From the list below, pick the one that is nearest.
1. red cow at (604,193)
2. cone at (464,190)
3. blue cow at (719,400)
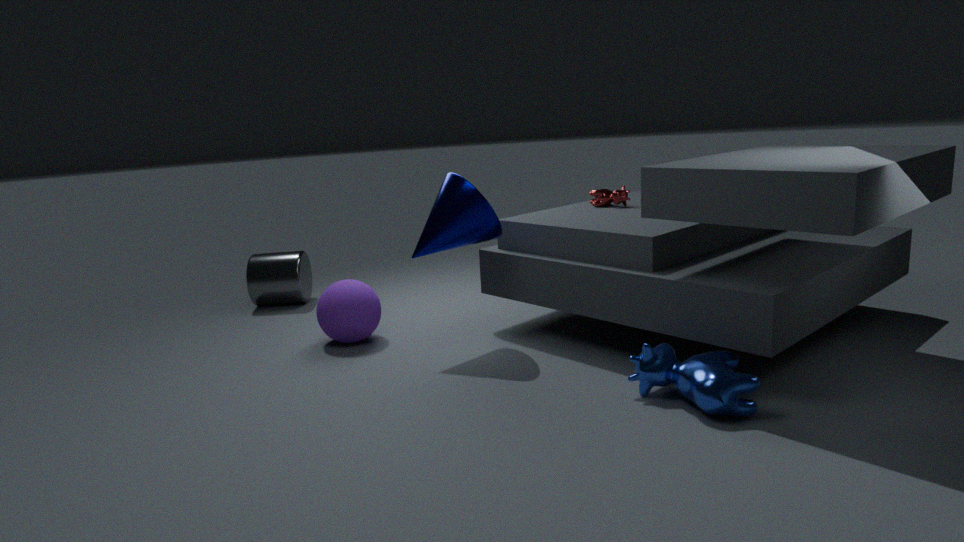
blue cow at (719,400)
